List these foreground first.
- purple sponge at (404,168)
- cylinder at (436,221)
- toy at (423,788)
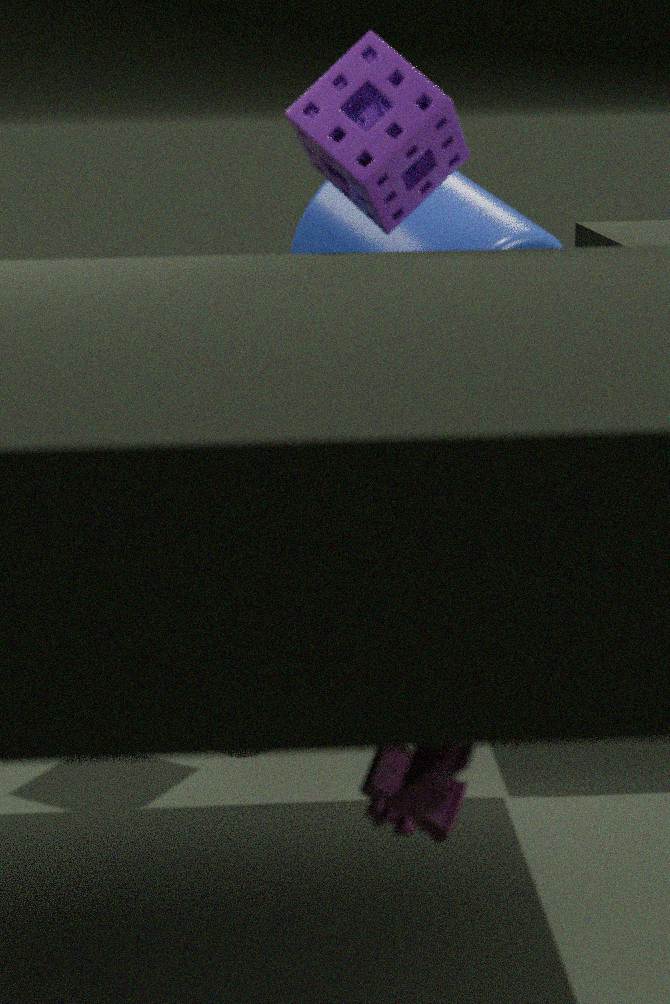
1. toy at (423,788)
2. purple sponge at (404,168)
3. cylinder at (436,221)
